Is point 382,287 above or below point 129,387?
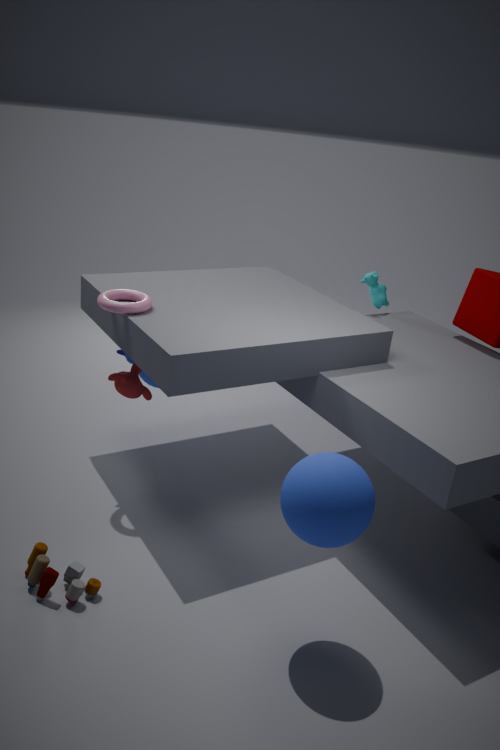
above
